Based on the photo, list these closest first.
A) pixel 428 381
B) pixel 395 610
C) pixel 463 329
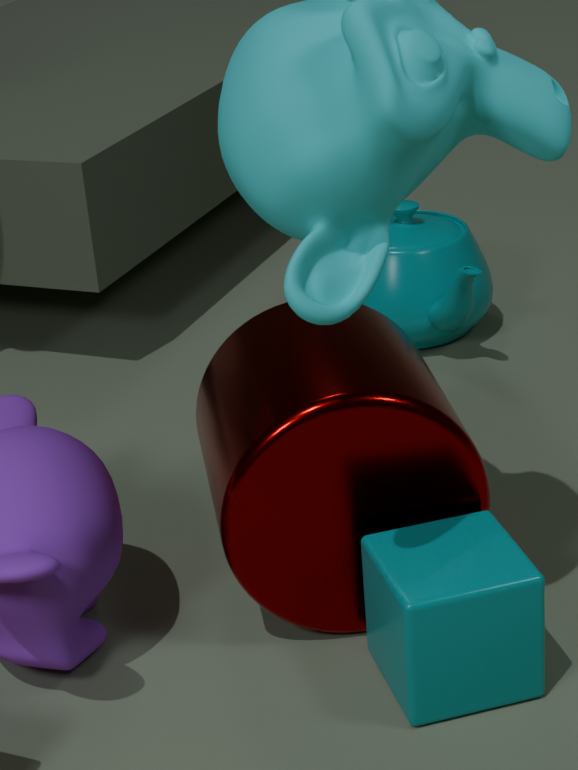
pixel 395 610, pixel 428 381, pixel 463 329
